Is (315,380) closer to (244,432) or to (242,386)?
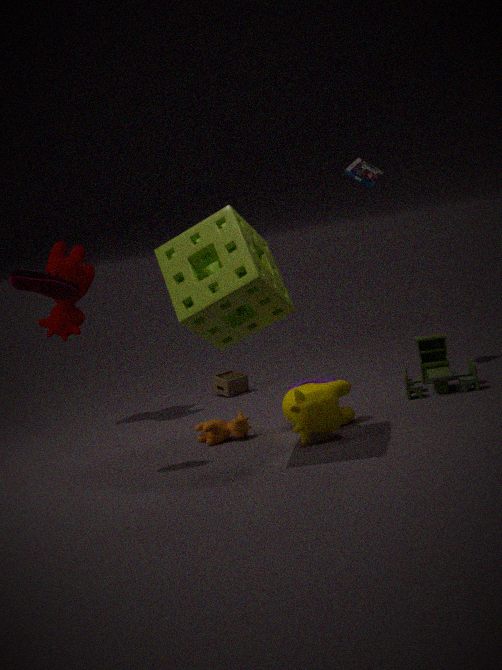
(242,386)
